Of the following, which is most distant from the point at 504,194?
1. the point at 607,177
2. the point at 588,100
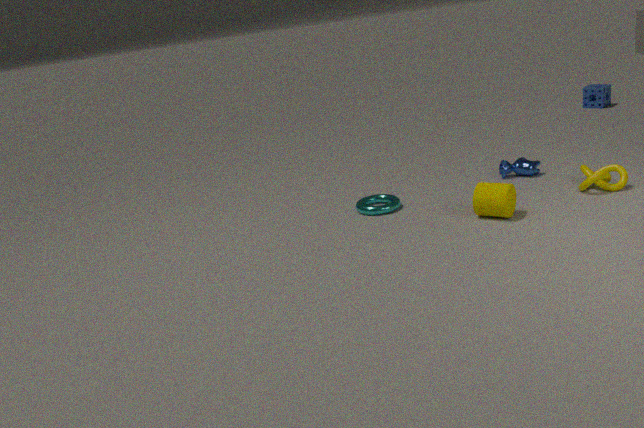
the point at 588,100
